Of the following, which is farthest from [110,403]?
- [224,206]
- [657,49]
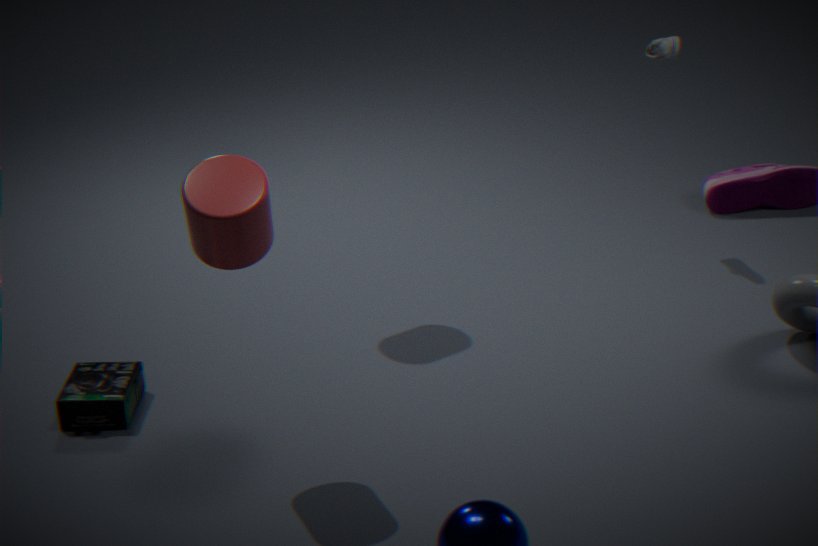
[657,49]
